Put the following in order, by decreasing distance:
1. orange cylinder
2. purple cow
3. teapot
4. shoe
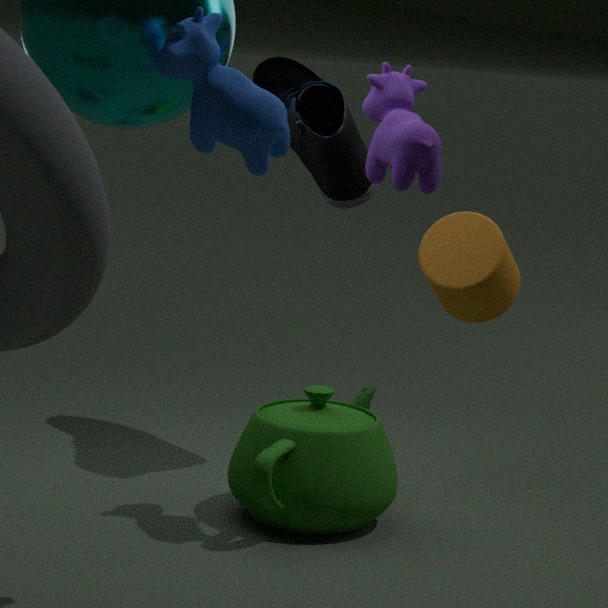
shoe → orange cylinder → teapot → purple cow
